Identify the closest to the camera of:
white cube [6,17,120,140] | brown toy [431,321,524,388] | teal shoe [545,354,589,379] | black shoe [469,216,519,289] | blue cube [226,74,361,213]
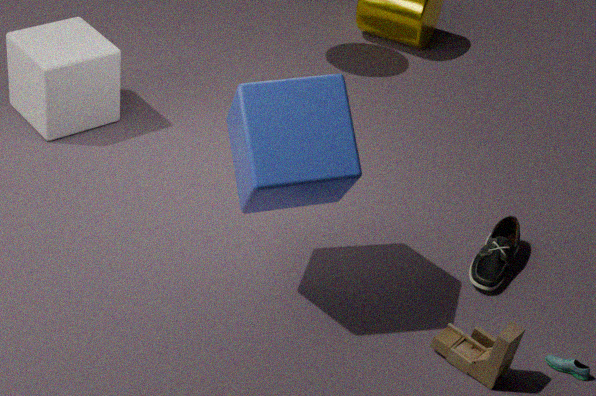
blue cube [226,74,361,213]
